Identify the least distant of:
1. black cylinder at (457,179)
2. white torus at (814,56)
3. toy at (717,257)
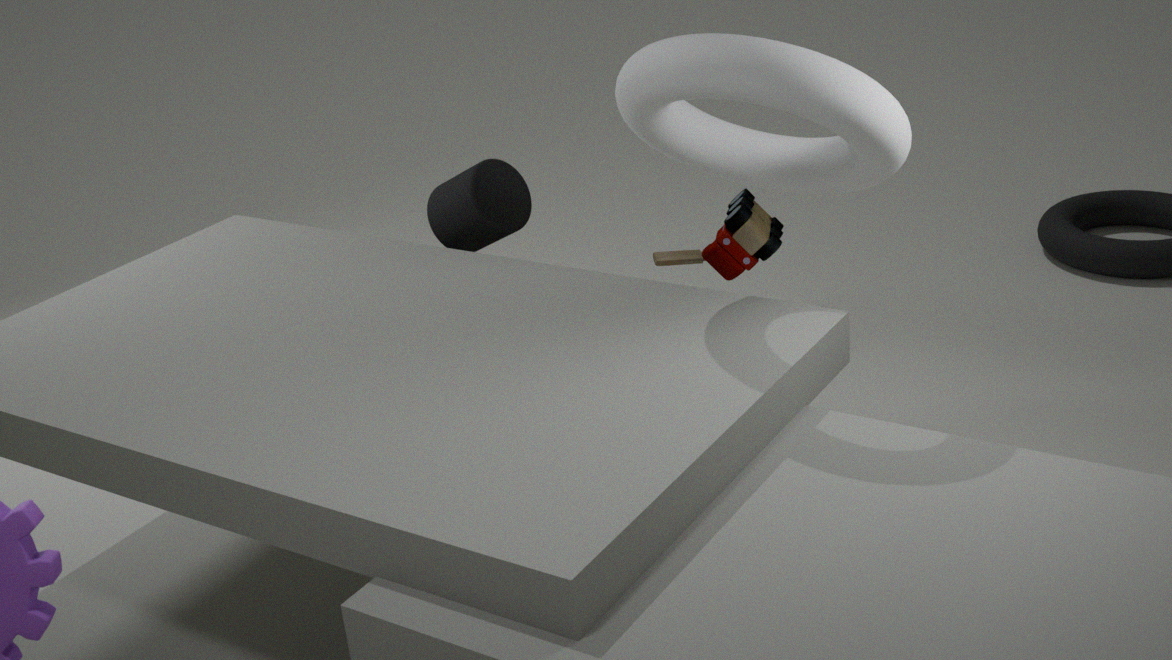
white torus at (814,56)
